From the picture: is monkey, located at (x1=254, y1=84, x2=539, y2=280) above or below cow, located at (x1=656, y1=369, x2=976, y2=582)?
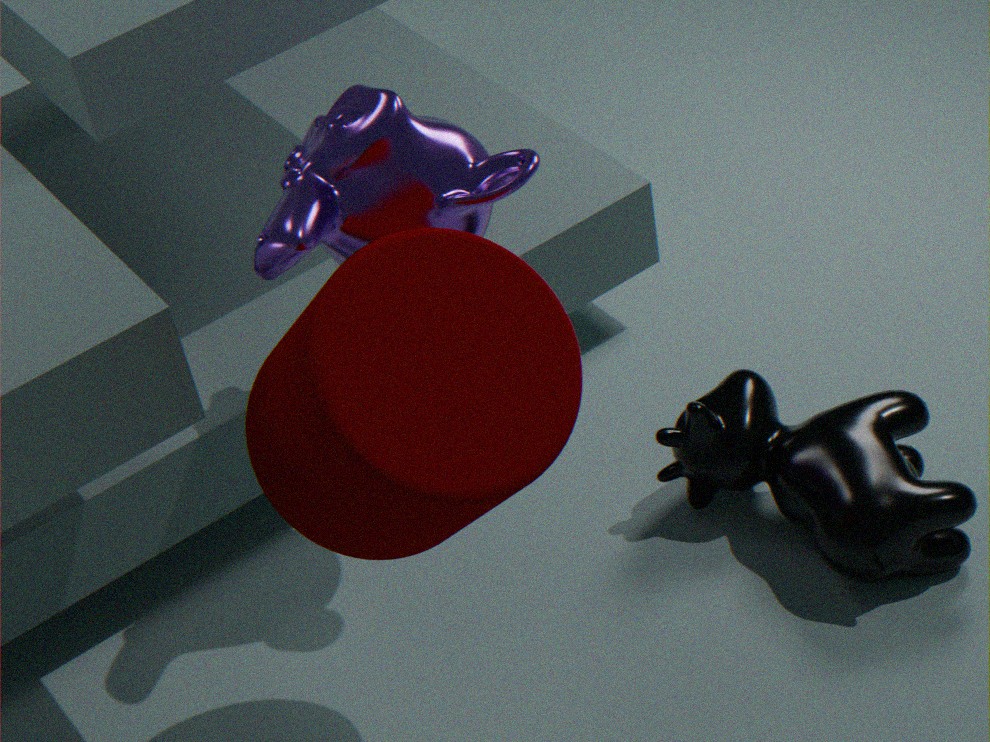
above
